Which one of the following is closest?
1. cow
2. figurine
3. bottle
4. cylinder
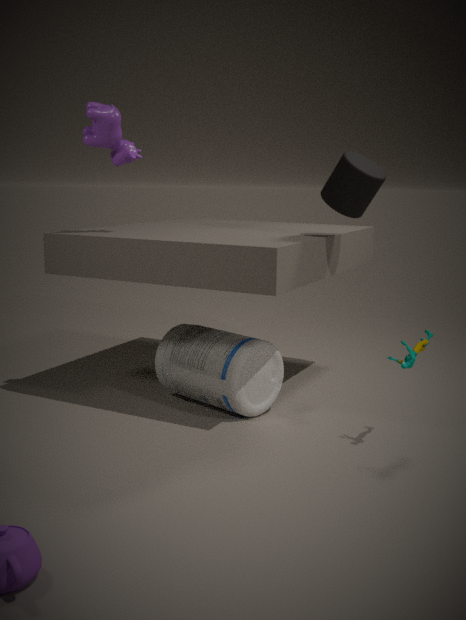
figurine
